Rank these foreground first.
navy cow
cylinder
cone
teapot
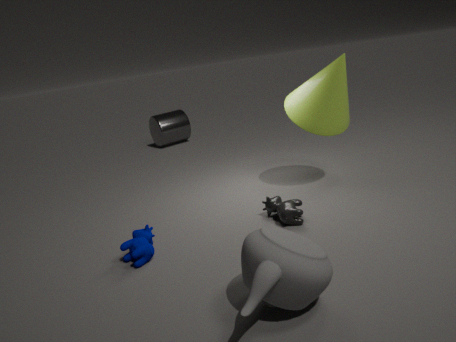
1. teapot
2. navy cow
3. cone
4. cylinder
